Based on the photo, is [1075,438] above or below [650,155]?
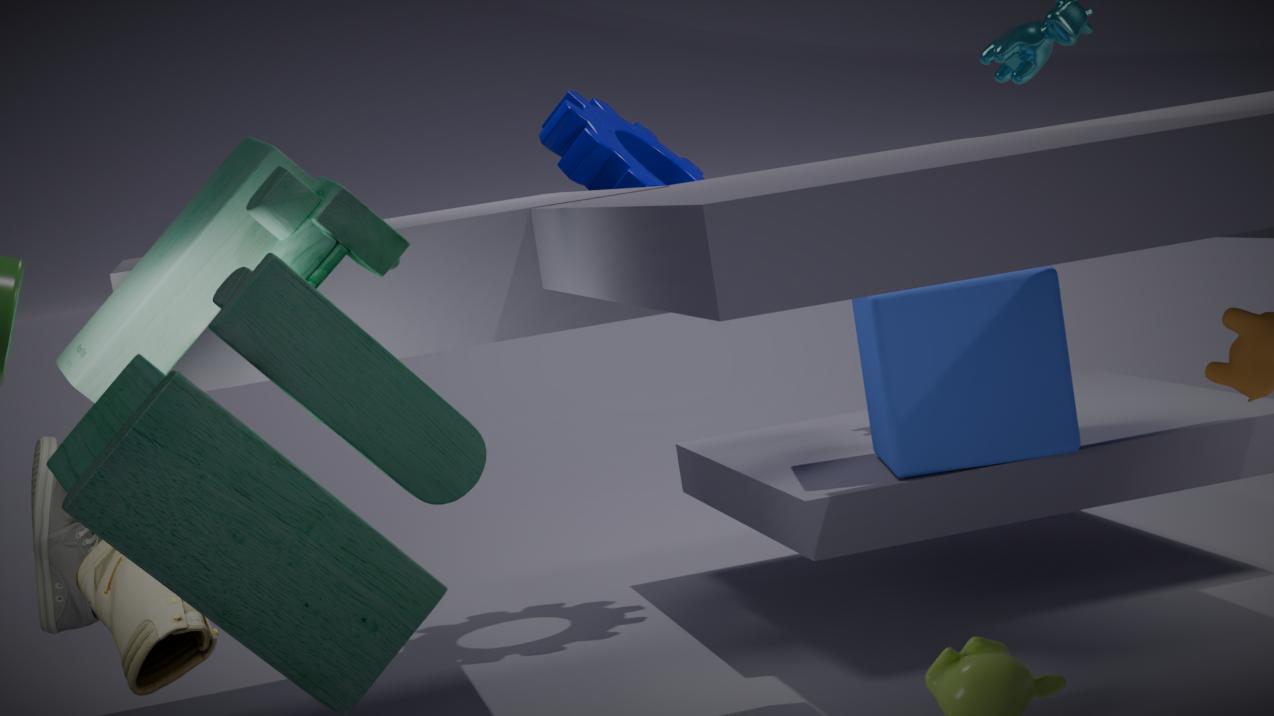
below
